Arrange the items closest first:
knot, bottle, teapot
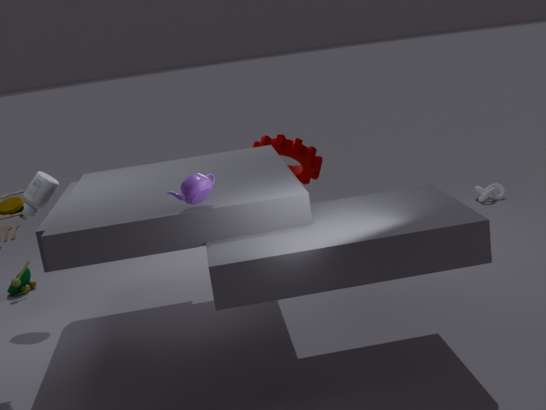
teapot → bottle → knot
